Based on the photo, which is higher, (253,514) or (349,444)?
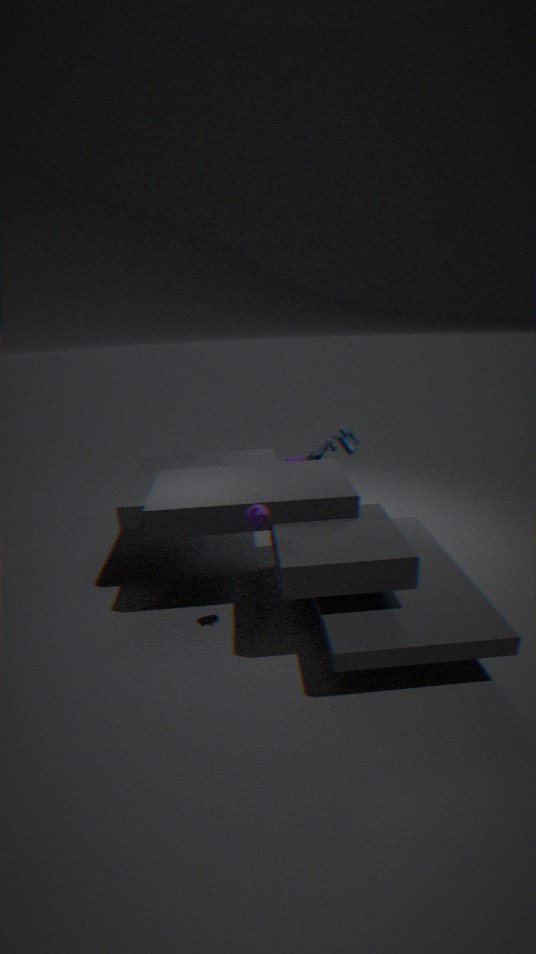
(253,514)
